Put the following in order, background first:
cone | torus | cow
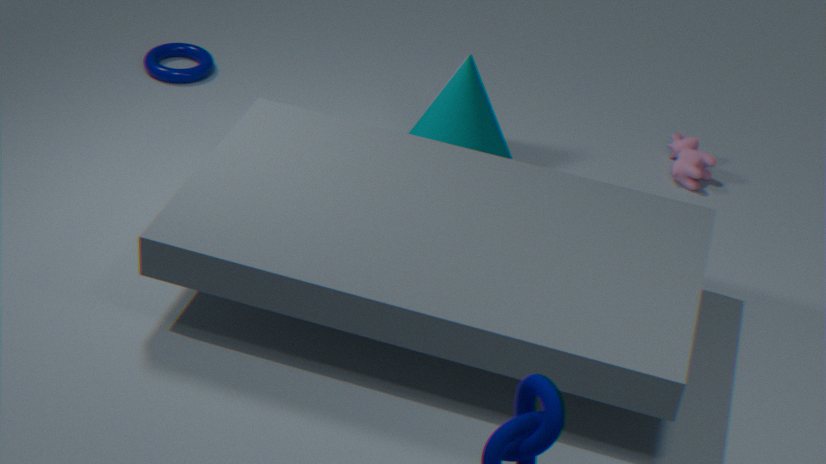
torus, cow, cone
